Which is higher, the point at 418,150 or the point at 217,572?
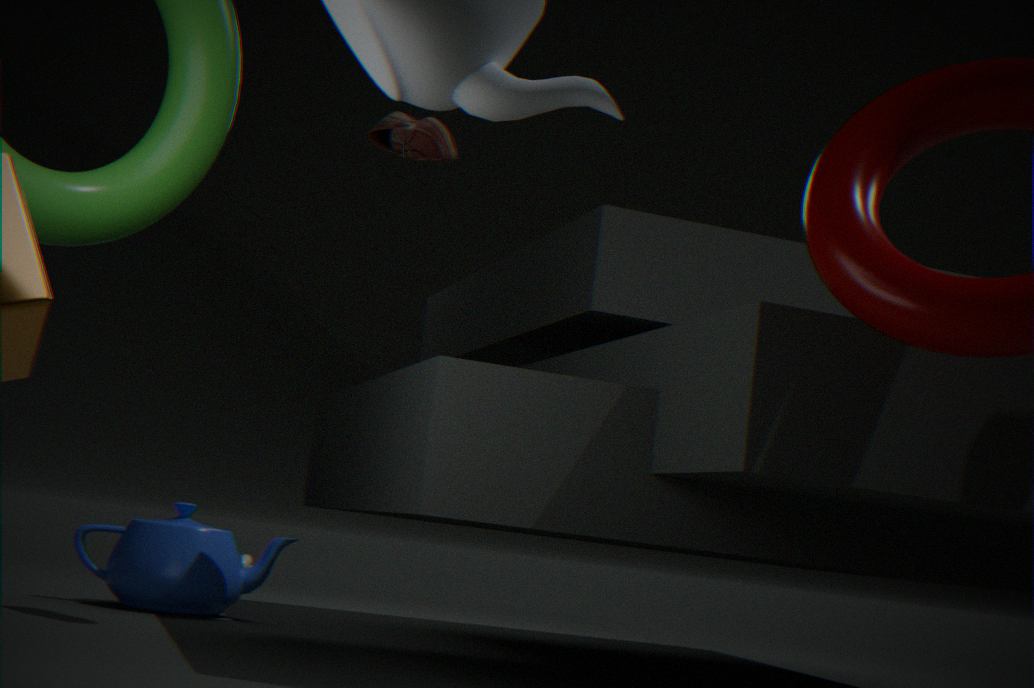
the point at 418,150
